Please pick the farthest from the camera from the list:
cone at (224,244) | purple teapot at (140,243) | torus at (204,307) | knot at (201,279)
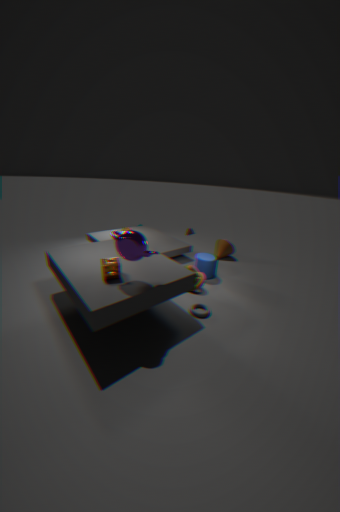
cone at (224,244)
